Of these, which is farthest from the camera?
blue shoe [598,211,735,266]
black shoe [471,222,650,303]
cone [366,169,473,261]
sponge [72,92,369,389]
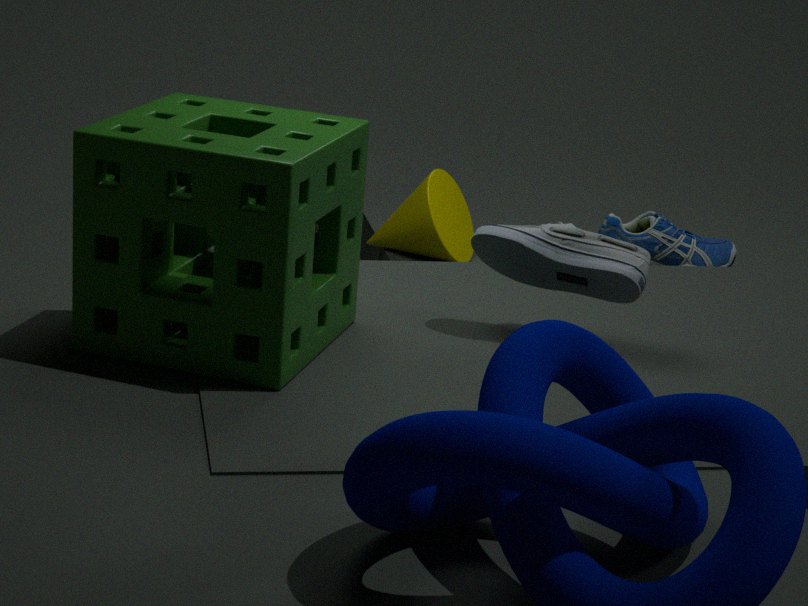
blue shoe [598,211,735,266]
